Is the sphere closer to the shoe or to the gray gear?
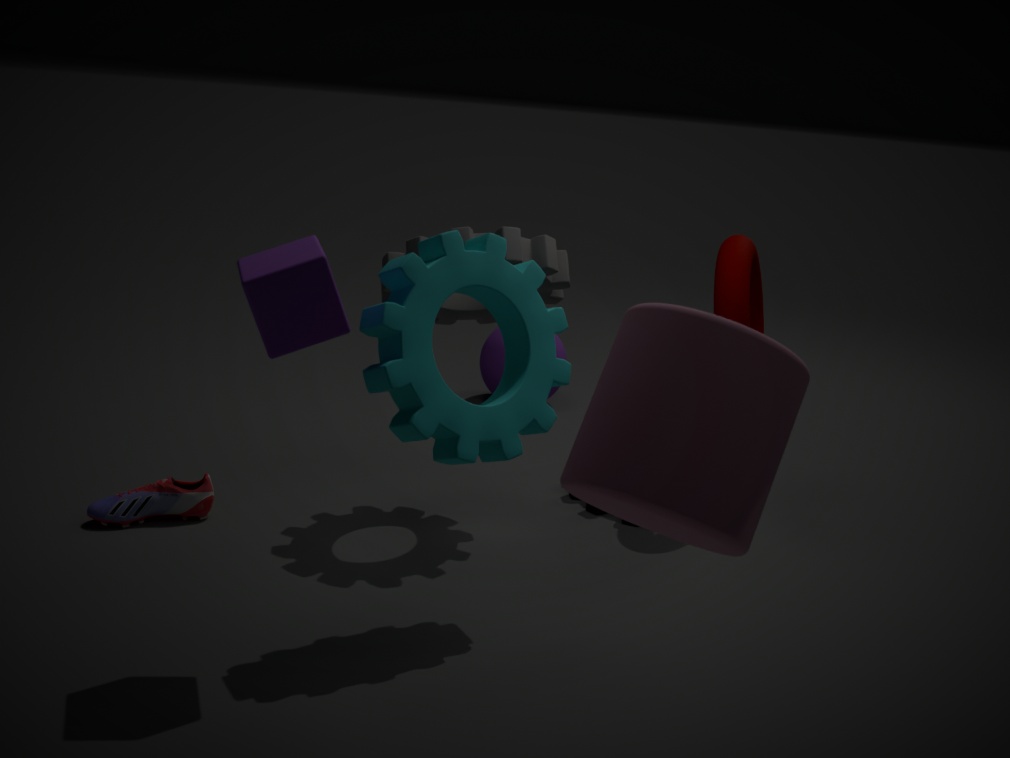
the gray gear
